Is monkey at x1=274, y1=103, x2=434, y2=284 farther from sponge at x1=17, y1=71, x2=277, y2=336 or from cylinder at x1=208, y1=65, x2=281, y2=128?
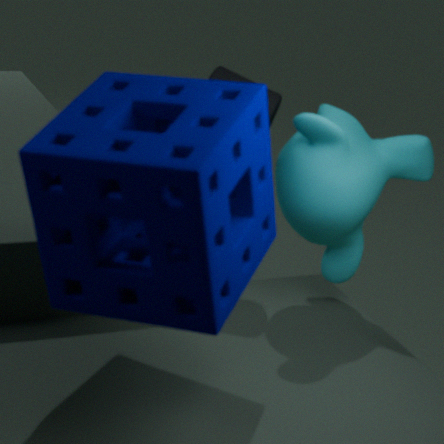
sponge at x1=17, y1=71, x2=277, y2=336
